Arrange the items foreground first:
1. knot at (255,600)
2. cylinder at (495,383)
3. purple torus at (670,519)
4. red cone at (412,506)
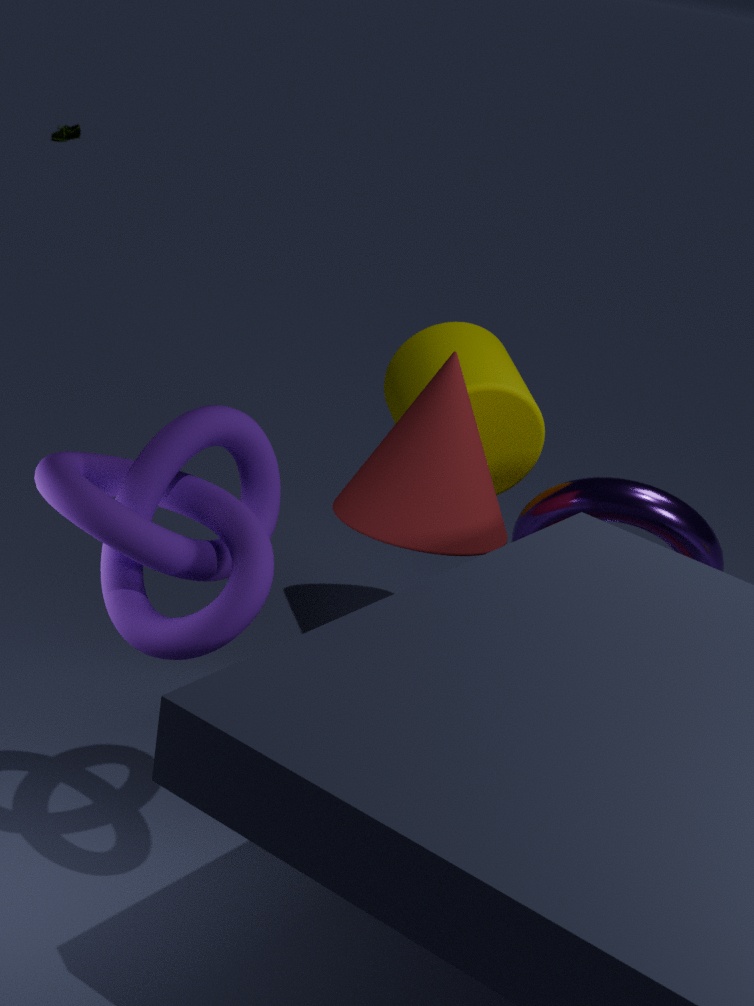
knot at (255,600) < red cone at (412,506) < purple torus at (670,519) < cylinder at (495,383)
